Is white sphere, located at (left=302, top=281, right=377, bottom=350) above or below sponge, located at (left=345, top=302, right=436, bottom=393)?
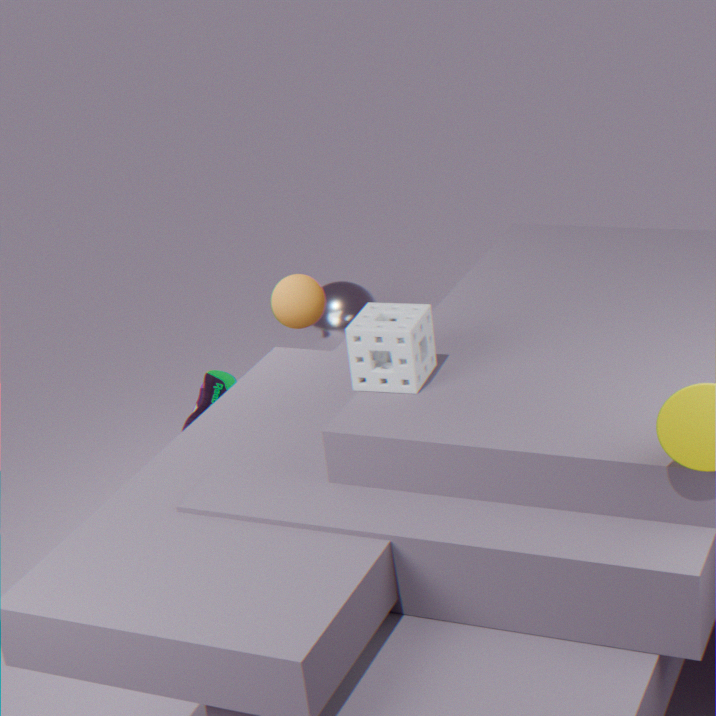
below
